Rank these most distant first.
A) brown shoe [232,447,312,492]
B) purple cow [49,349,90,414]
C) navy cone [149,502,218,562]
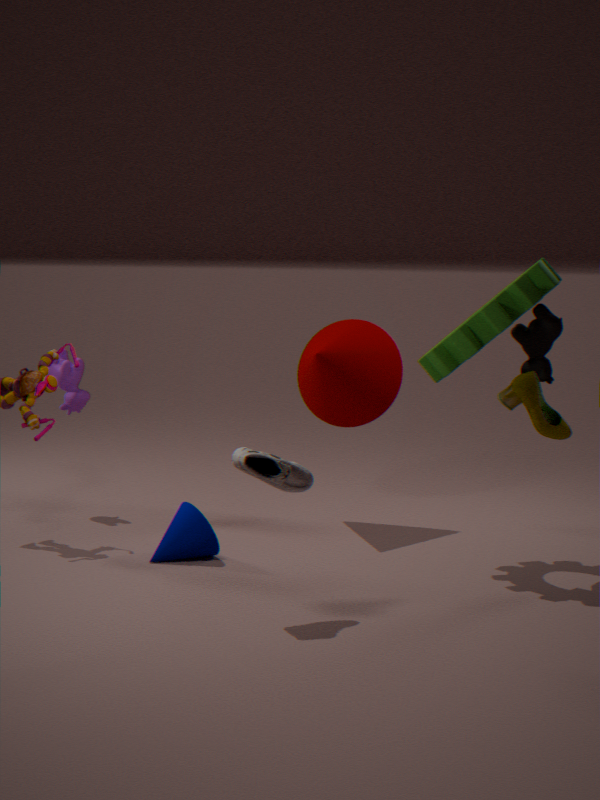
purple cow [49,349,90,414] < navy cone [149,502,218,562] < brown shoe [232,447,312,492]
